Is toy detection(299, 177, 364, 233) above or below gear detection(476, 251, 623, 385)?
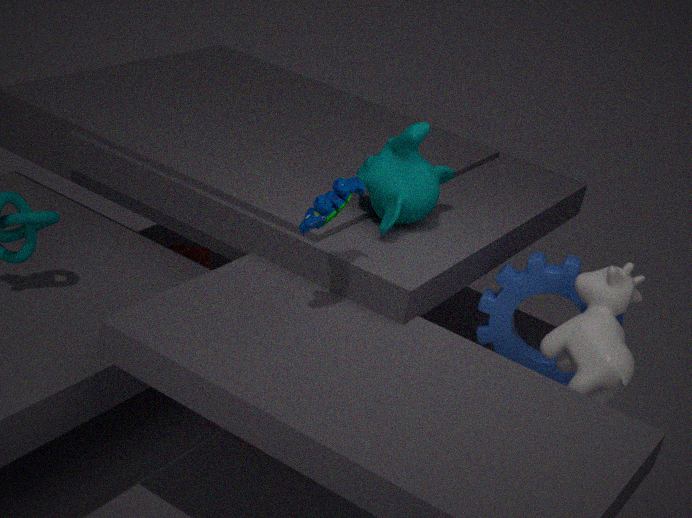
above
